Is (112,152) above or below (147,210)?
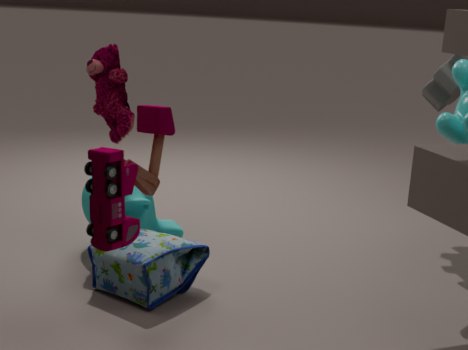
above
